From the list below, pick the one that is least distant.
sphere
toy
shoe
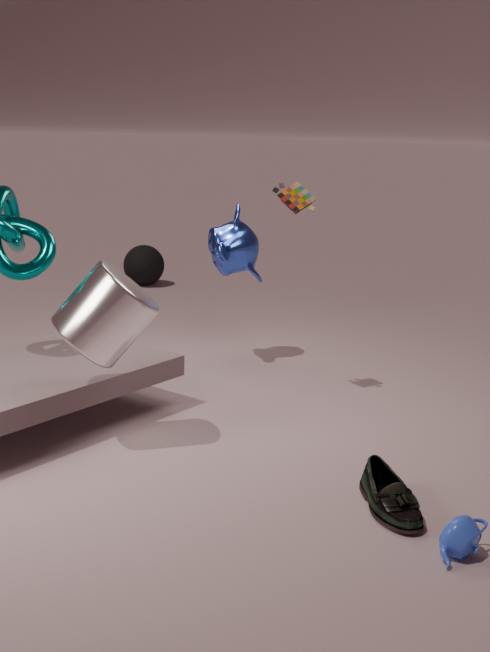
shoe
